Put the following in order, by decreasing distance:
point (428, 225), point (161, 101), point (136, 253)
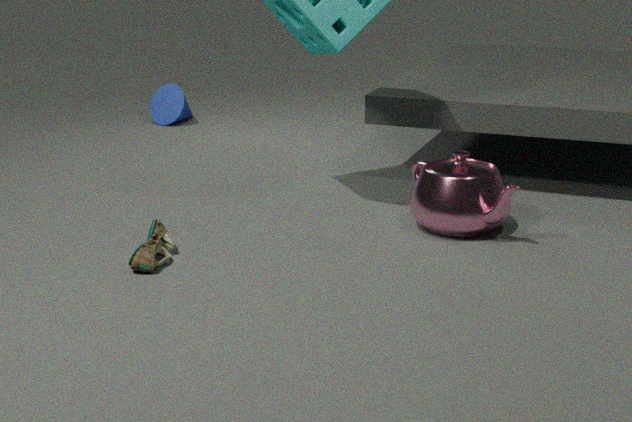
point (161, 101) → point (428, 225) → point (136, 253)
